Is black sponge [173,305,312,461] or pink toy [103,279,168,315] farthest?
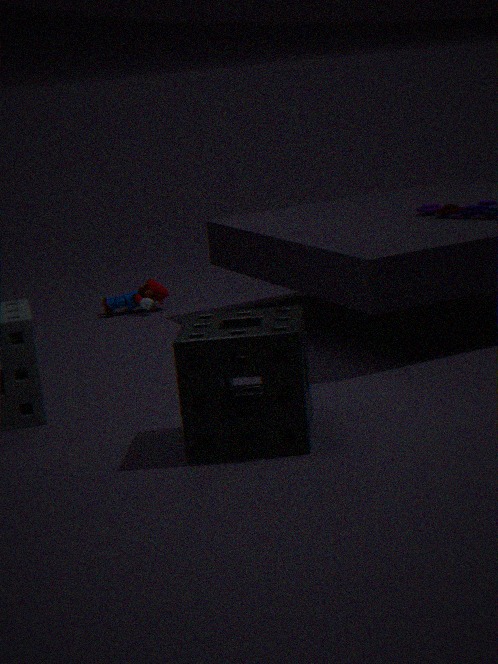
pink toy [103,279,168,315]
